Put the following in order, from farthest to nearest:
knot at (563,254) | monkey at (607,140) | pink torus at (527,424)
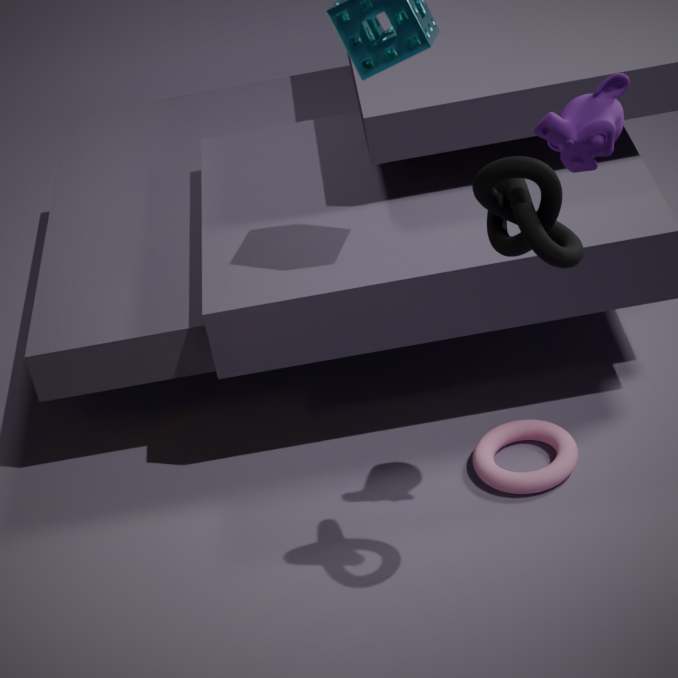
pink torus at (527,424)
monkey at (607,140)
knot at (563,254)
